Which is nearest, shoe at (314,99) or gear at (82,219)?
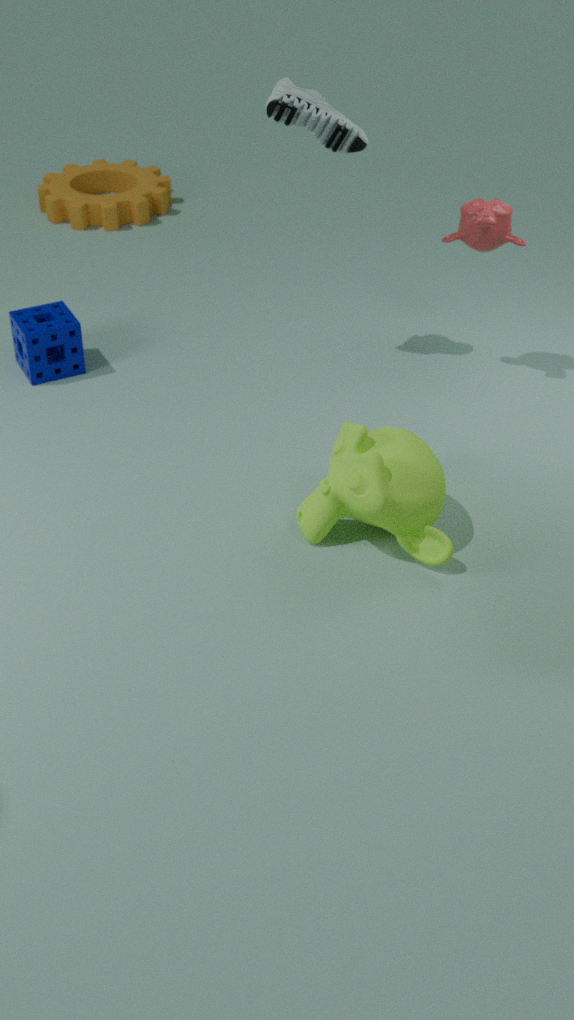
shoe at (314,99)
